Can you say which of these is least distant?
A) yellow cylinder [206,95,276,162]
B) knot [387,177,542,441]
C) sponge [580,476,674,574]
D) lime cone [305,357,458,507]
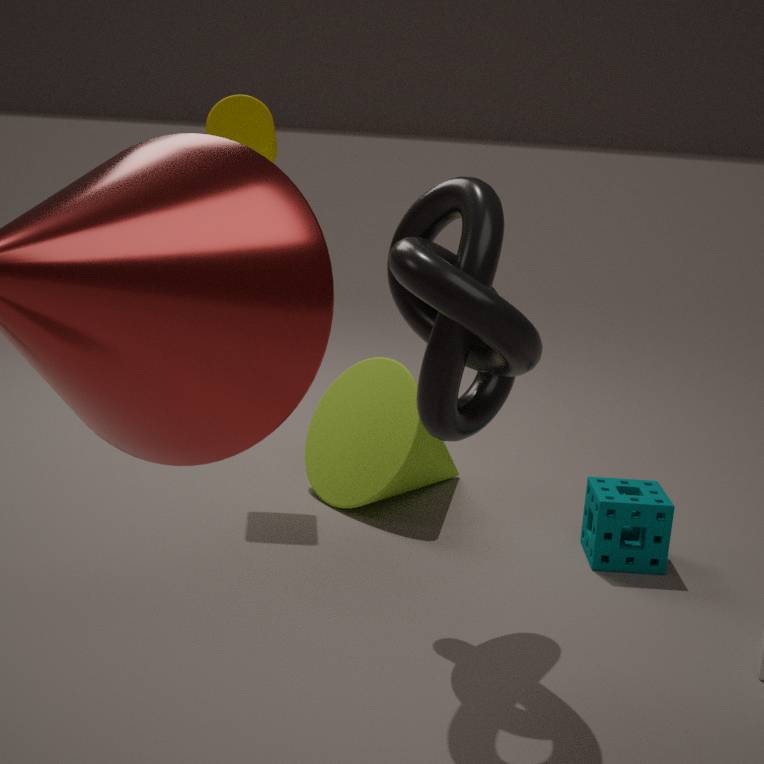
knot [387,177,542,441]
